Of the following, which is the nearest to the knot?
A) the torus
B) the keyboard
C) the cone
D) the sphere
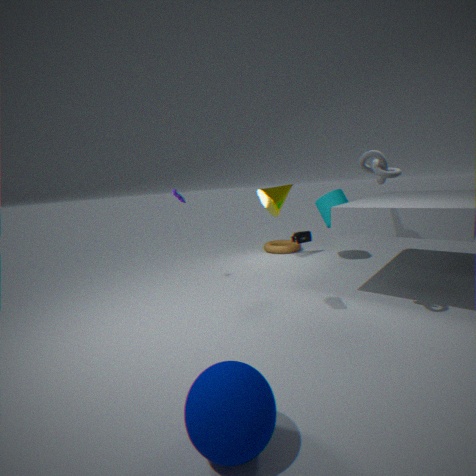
the keyboard
